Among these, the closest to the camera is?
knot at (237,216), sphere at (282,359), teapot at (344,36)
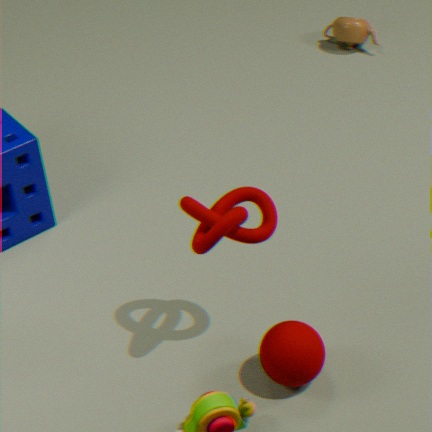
knot at (237,216)
